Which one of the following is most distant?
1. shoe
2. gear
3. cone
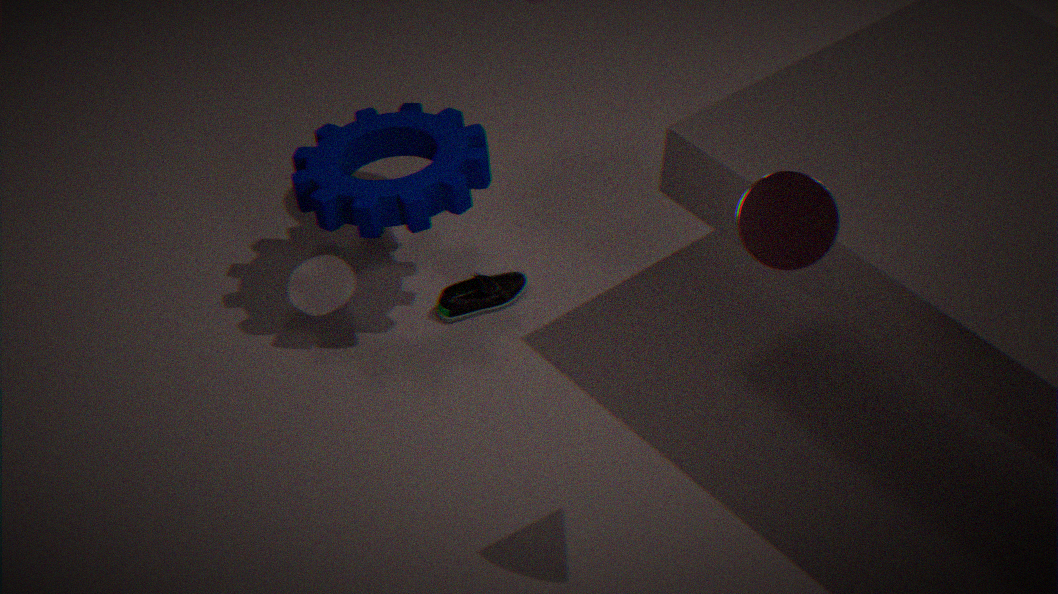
shoe
